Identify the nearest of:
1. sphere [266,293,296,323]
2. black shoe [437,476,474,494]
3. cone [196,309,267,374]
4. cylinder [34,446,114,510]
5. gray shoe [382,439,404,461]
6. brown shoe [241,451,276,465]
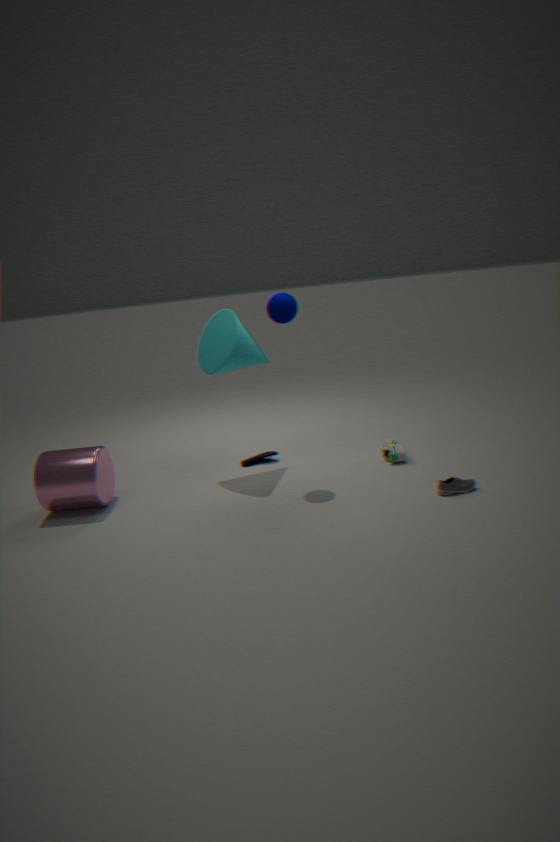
black shoe [437,476,474,494]
